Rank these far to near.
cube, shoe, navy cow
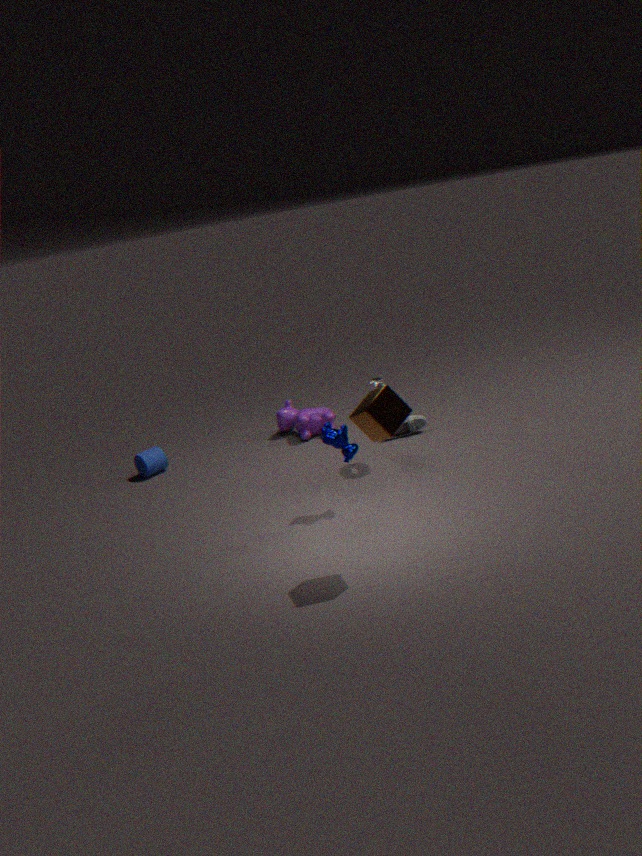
shoe < navy cow < cube
